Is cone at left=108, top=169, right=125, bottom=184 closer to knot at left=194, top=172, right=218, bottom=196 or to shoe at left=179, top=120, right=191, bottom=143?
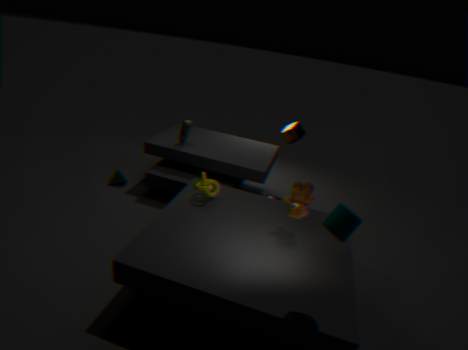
shoe at left=179, top=120, right=191, bottom=143
